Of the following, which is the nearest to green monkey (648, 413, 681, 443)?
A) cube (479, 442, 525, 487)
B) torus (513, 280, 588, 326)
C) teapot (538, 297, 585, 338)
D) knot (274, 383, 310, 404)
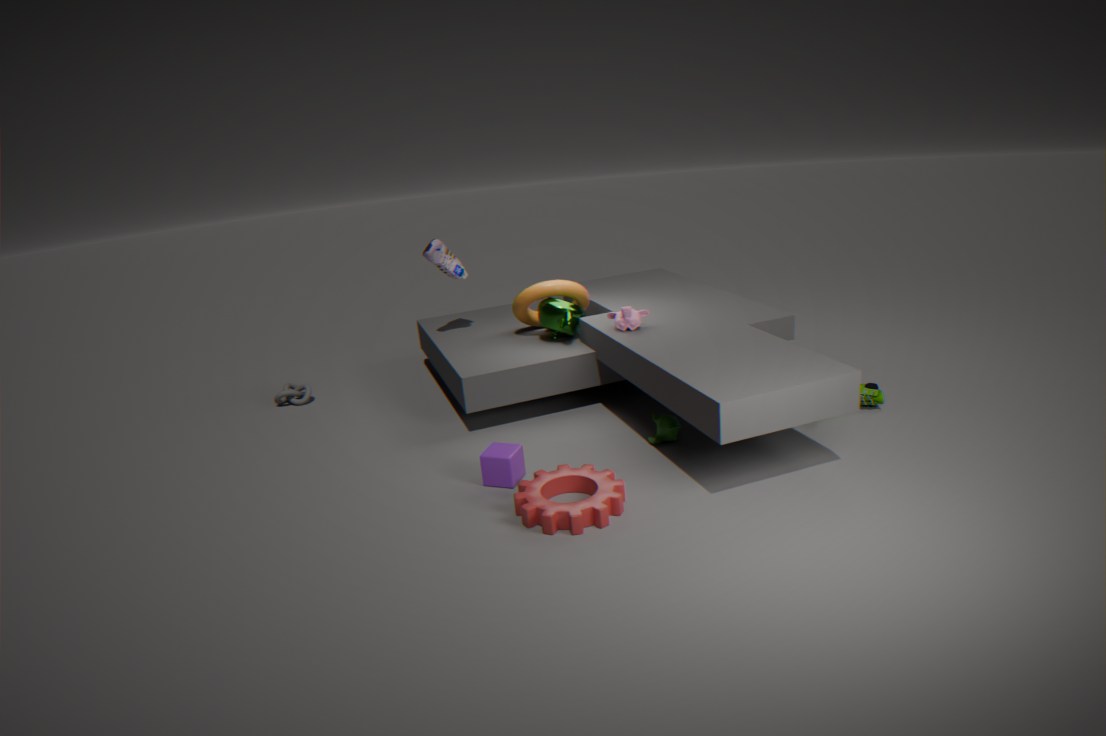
cube (479, 442, 525, 487)
